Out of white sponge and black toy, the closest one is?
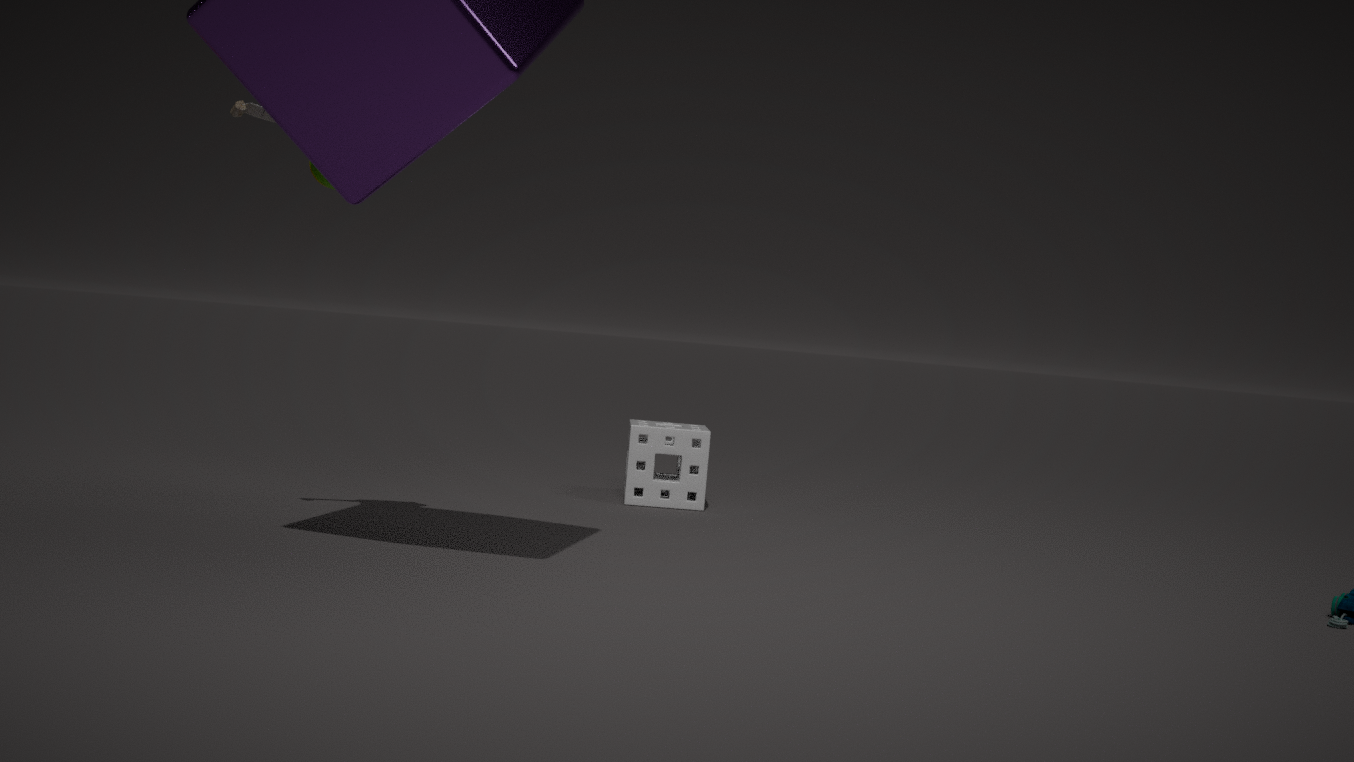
black toy
